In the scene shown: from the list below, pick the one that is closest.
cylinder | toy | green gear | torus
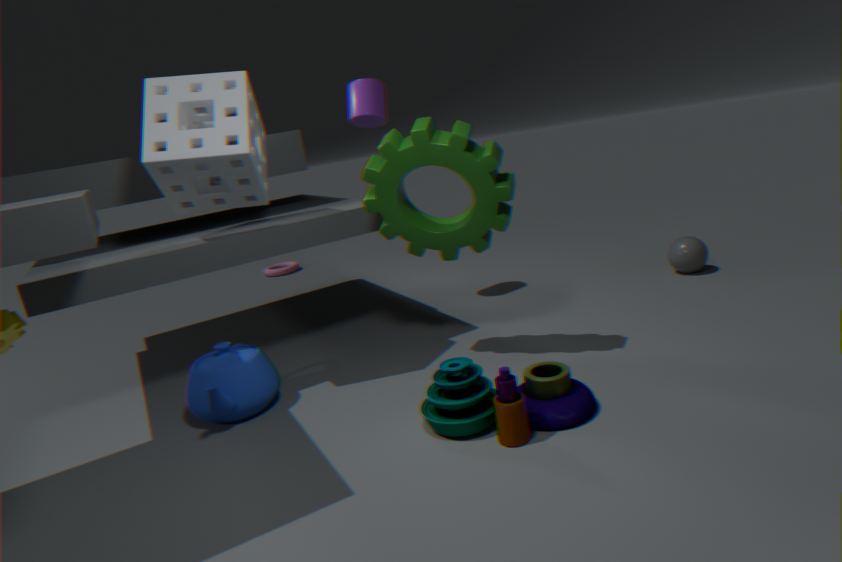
toy
